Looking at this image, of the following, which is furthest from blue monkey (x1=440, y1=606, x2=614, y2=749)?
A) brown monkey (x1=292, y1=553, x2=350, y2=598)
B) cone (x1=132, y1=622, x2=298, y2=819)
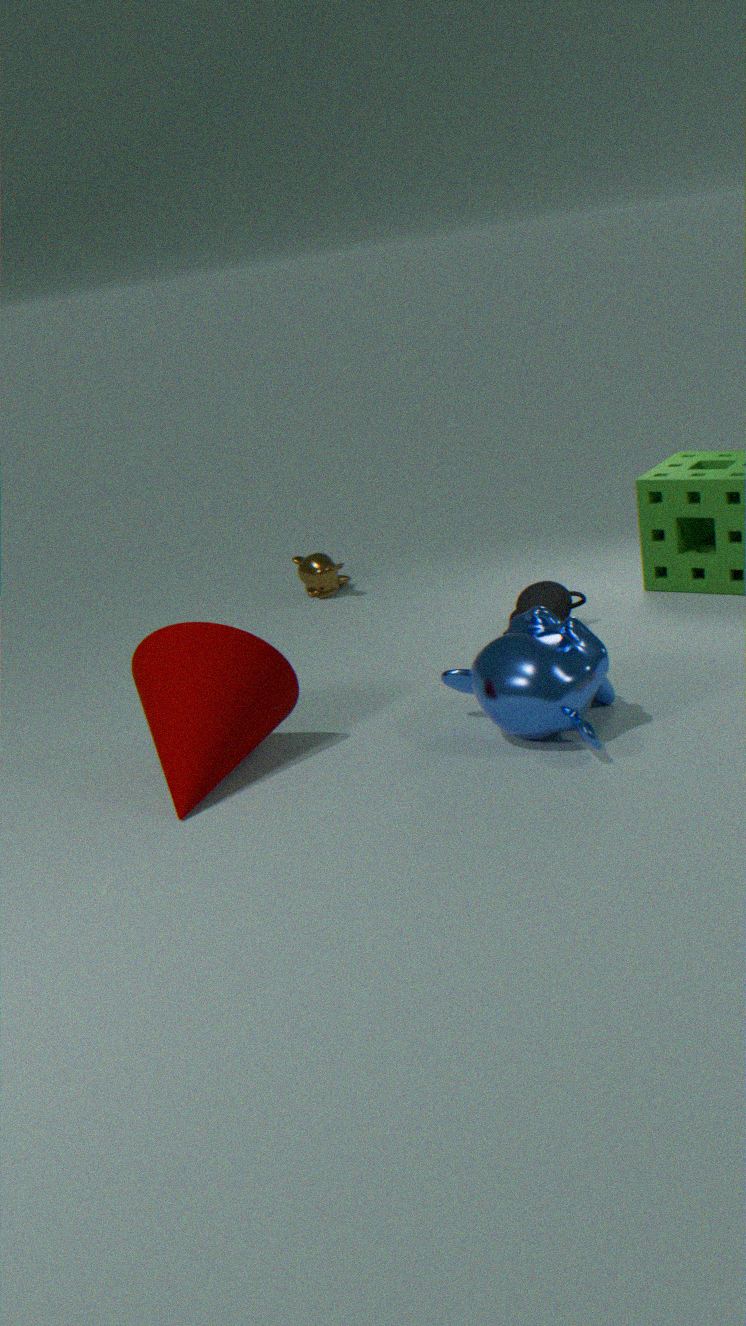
brown monkey (x1=292, y1=553, x2=350, y2=598)
